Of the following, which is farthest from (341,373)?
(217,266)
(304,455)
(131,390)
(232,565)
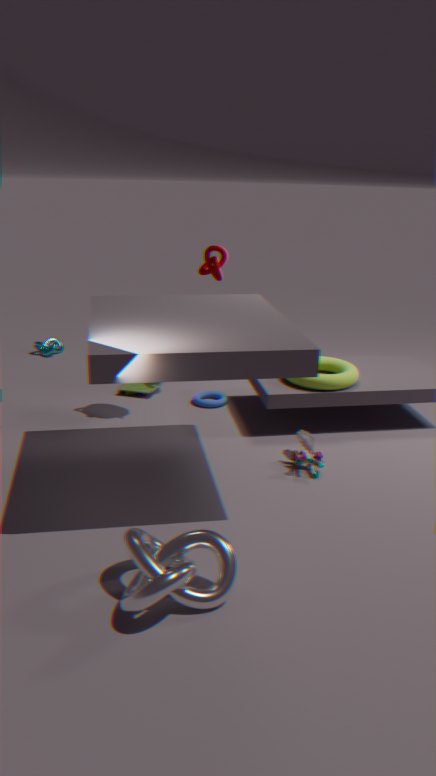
(232,565)
